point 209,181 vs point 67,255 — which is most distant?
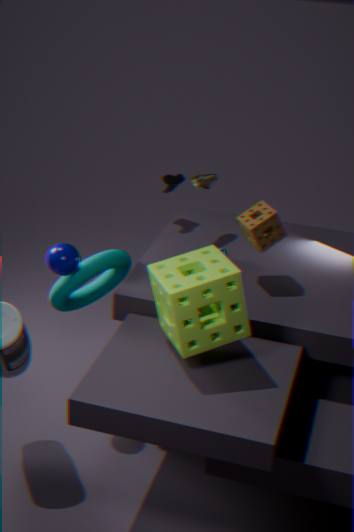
point 209,181
